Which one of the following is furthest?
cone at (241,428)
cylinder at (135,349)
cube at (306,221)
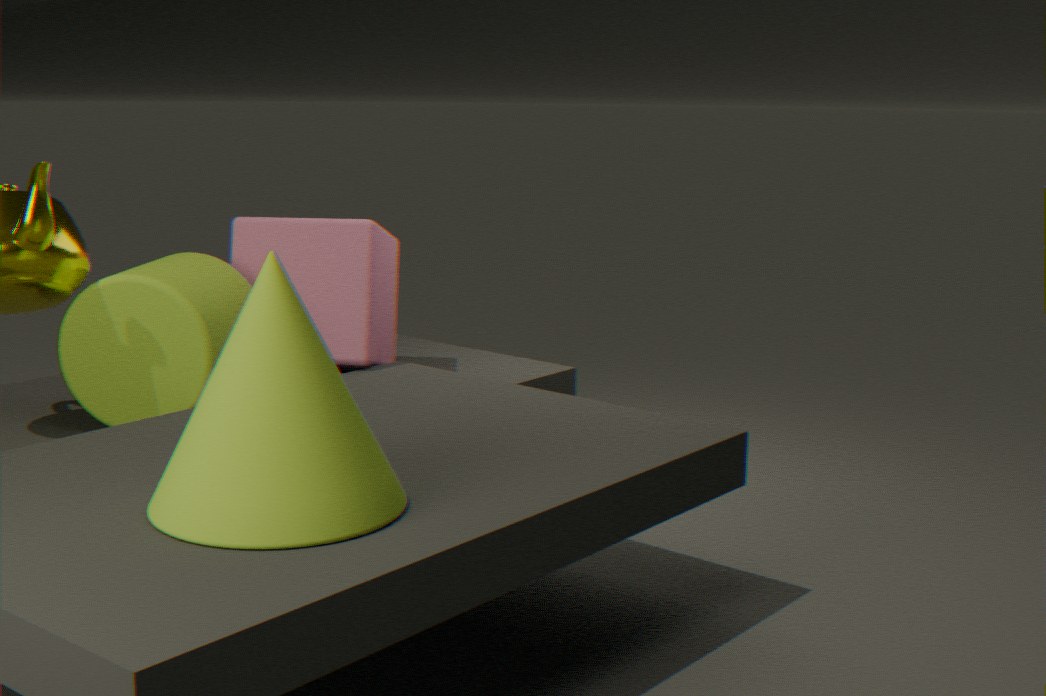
cube at (306,221)
